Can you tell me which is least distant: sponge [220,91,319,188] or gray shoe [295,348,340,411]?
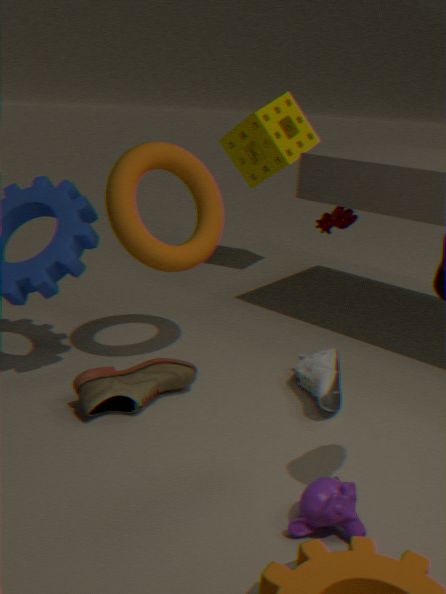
gray shoe [295,348,340,411]
